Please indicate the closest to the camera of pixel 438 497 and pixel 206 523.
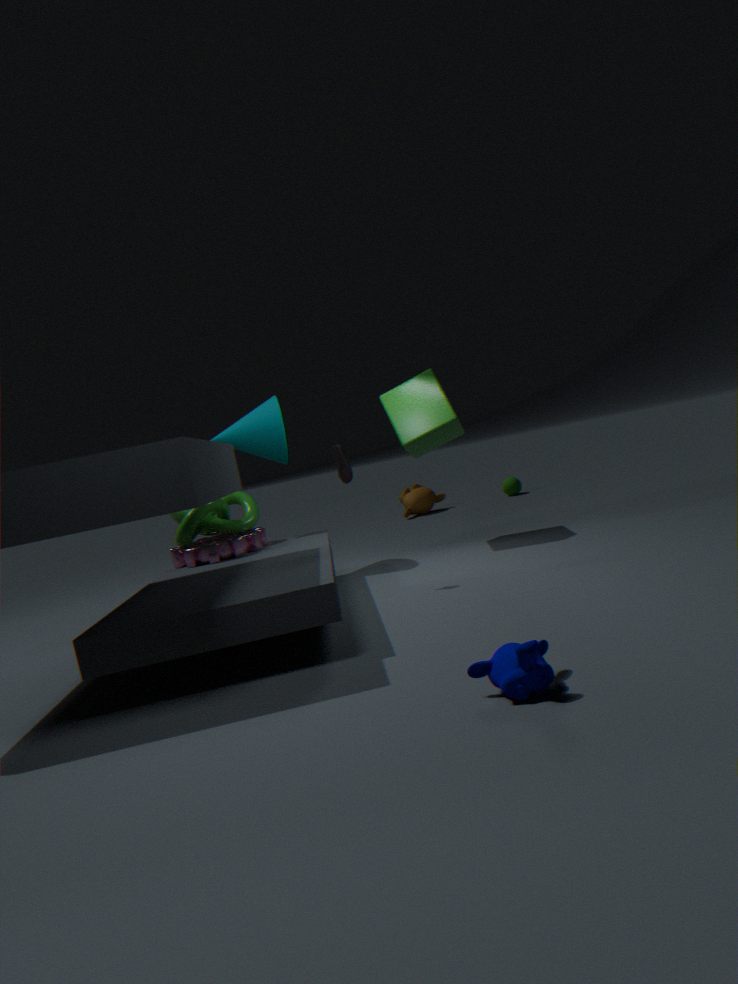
pixel 206 523
